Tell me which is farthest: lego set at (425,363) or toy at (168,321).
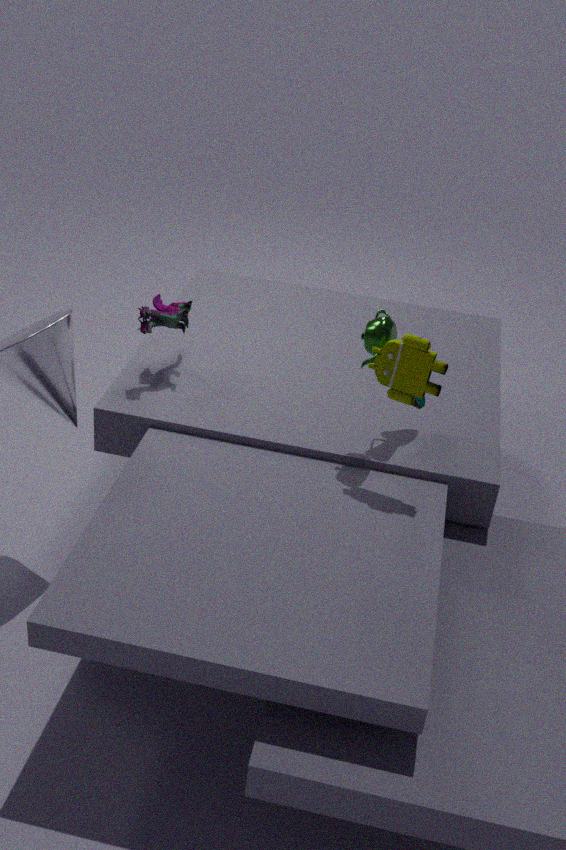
toy at (168,321)
